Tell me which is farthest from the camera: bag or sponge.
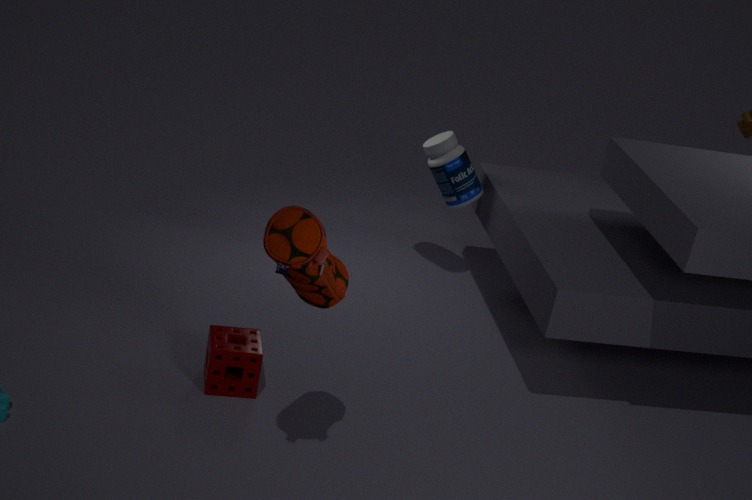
sponge
